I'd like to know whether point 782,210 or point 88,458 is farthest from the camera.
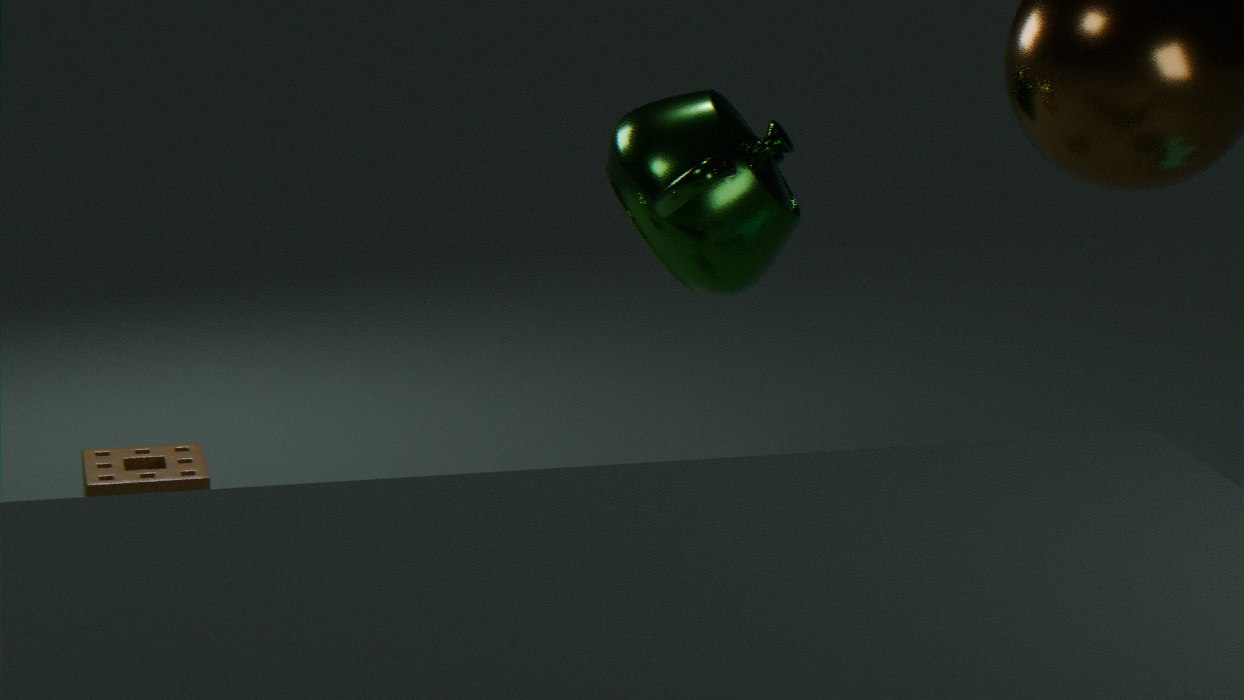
point 88,458
